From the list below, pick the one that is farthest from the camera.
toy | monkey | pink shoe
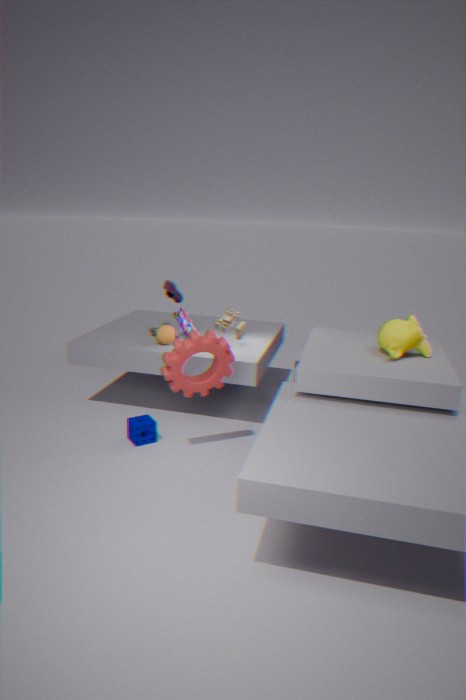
toy
